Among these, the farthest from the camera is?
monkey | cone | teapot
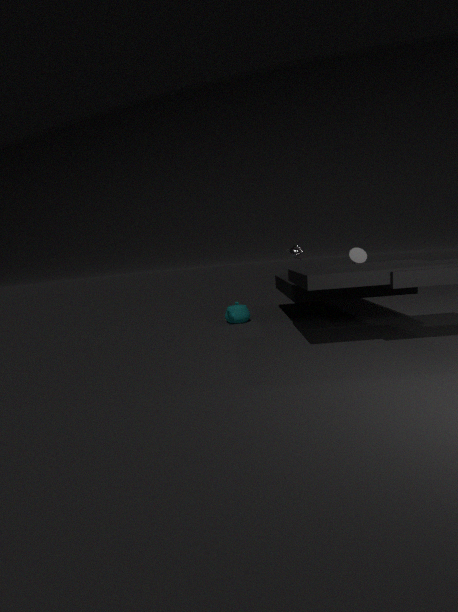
teapot
